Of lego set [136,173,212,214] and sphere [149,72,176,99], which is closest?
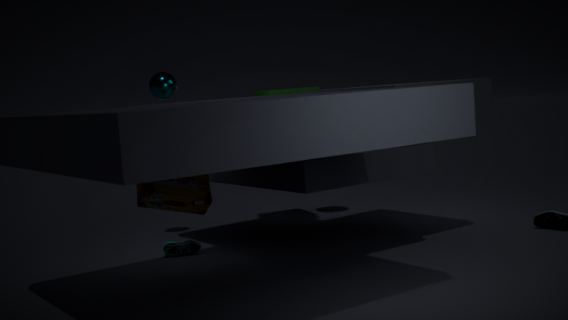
lego set [136,173,212,214]
